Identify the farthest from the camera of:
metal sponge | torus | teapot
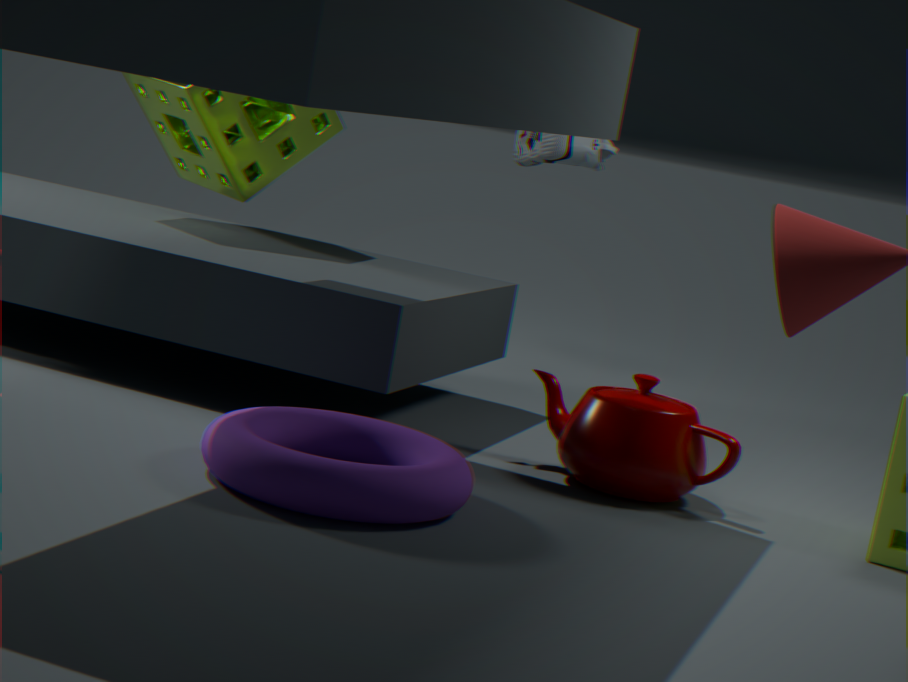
metal sponge
